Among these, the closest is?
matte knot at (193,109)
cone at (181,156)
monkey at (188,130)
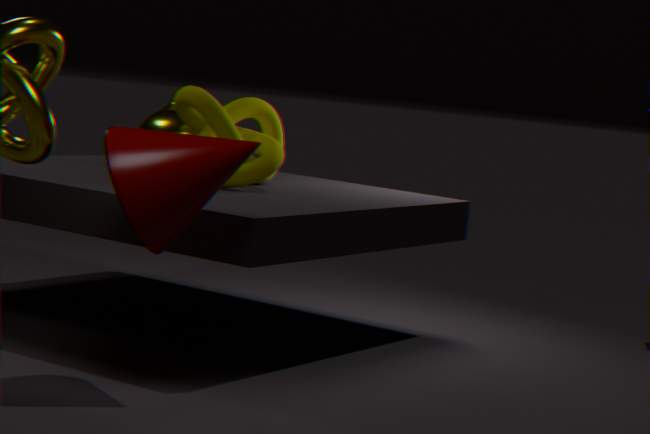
cone at (181,156)
